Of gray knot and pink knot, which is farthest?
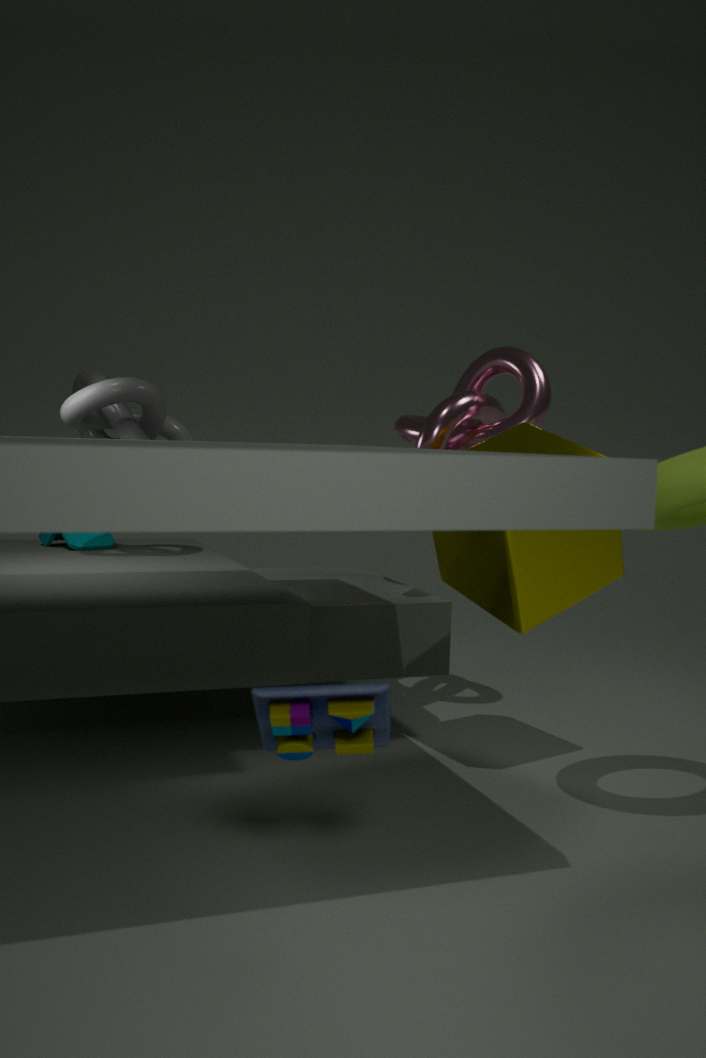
gray knot
